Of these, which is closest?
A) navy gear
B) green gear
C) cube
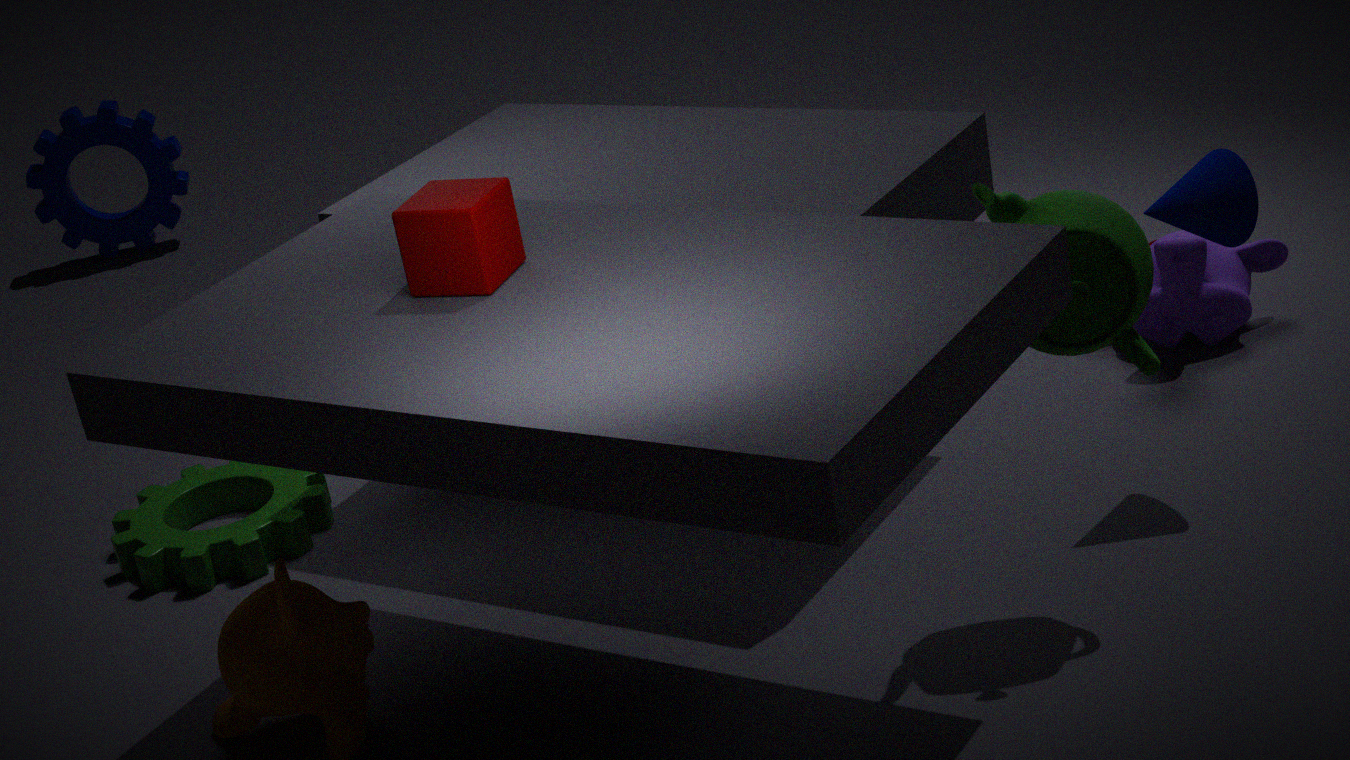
cube
